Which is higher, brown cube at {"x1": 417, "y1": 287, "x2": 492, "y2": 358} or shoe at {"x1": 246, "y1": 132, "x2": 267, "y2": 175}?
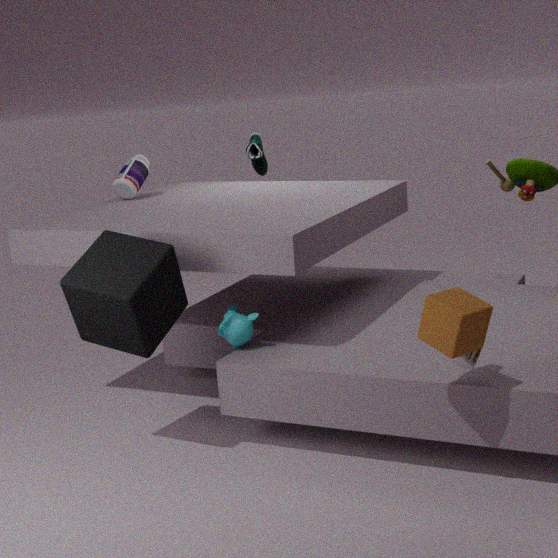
shoe at {"x1": 246, "y1": 132, "x2": 267, "y2": 175}
